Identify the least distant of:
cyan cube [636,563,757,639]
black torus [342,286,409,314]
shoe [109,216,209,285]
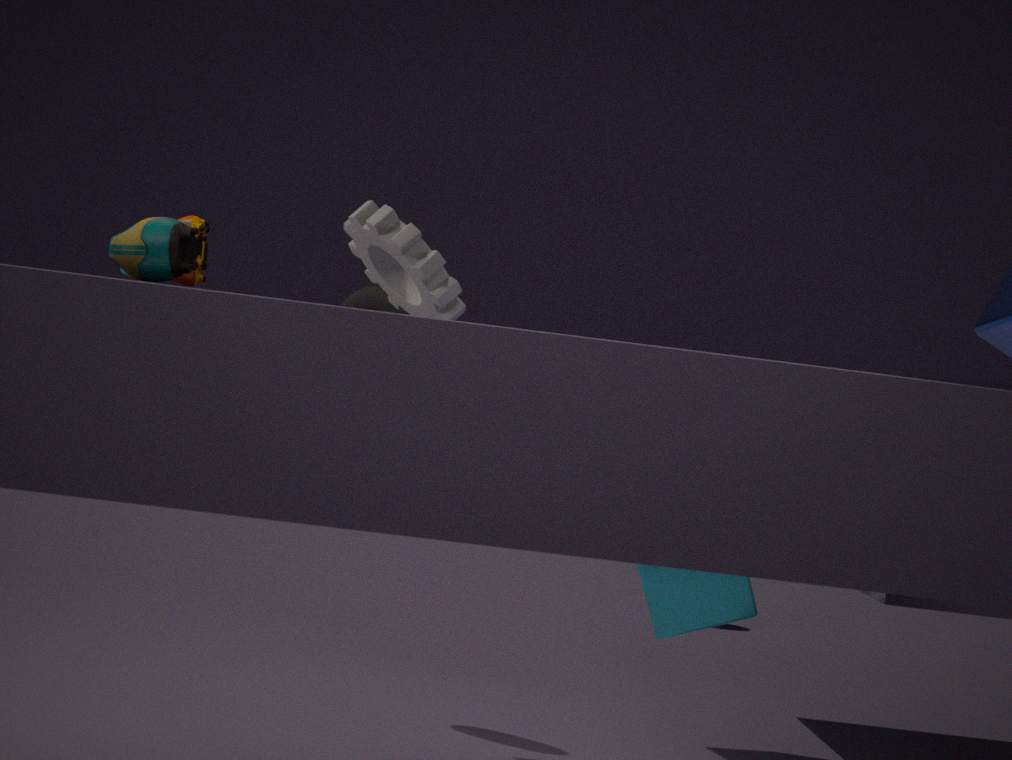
shoe [109,216,209,285]
